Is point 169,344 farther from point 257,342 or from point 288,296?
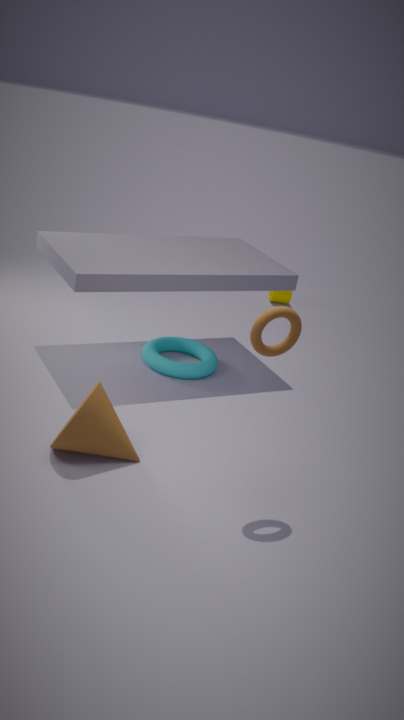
point 288,296
